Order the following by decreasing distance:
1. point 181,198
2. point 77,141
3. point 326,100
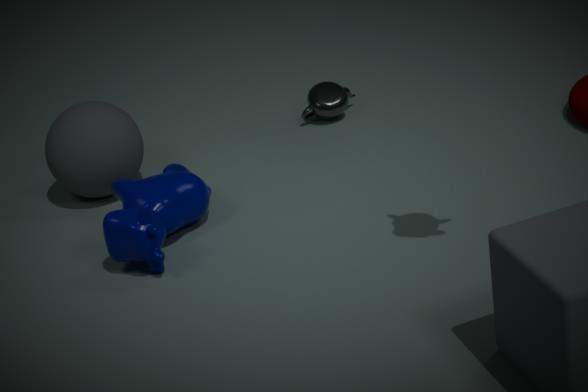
point 326,100 → point 77,141 → point 181,198
